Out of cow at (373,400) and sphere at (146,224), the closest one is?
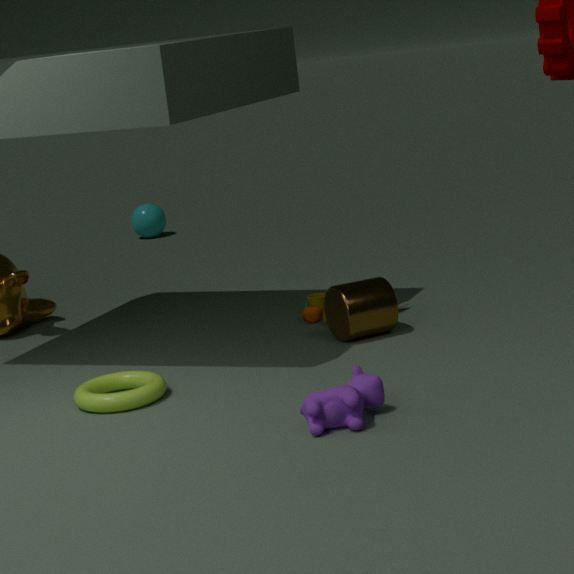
cow at (373,400)
